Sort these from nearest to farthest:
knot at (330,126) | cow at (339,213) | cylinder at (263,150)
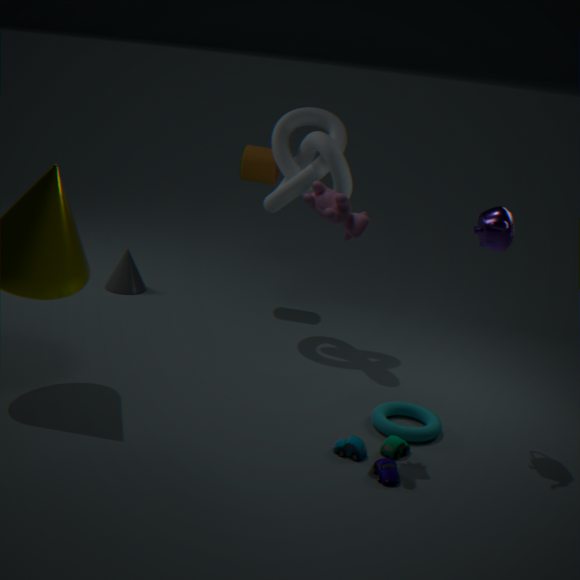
cow at (339,213) → knot at (330,126) → cylinder at (263,150)
